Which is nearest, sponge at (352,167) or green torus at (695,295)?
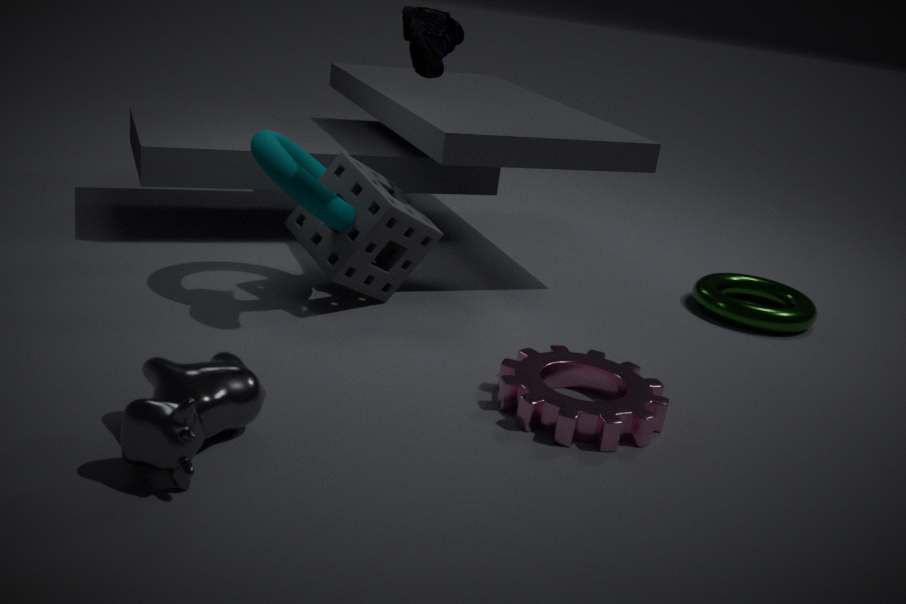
sponge at (352,167)
